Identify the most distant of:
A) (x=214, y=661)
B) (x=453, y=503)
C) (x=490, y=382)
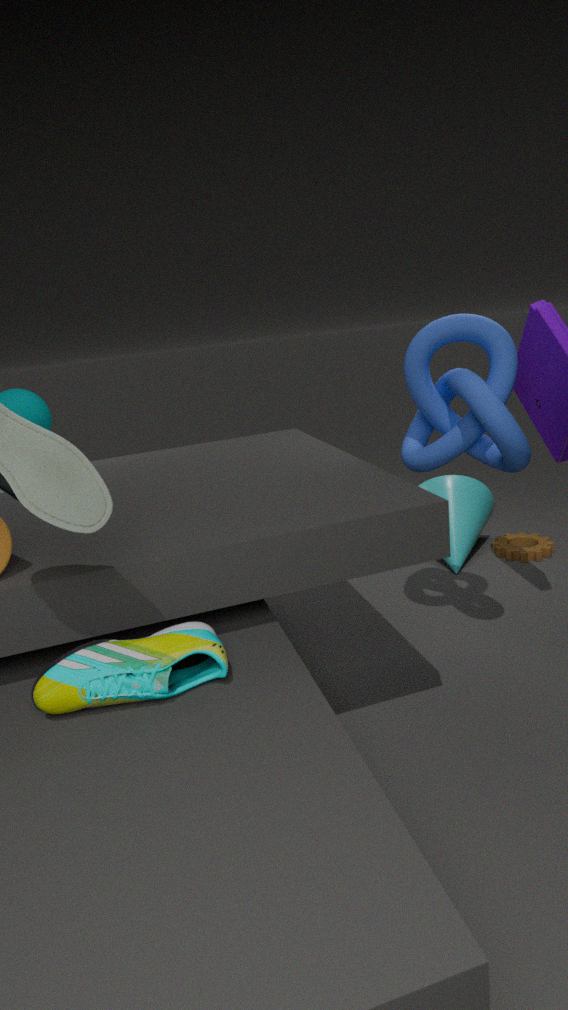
(x=453, y=503)
